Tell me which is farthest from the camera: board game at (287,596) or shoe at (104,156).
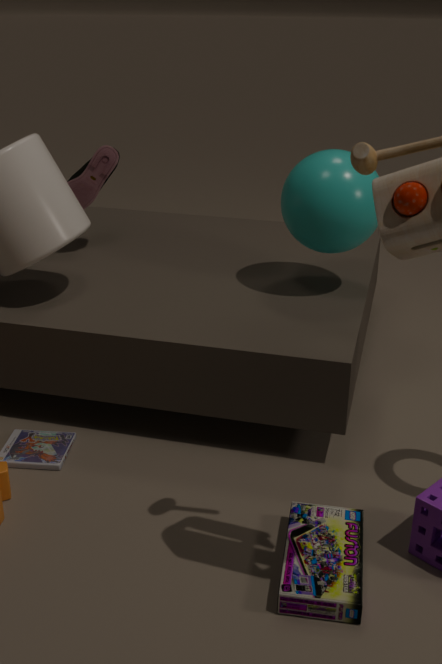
shoe at (104,156)
